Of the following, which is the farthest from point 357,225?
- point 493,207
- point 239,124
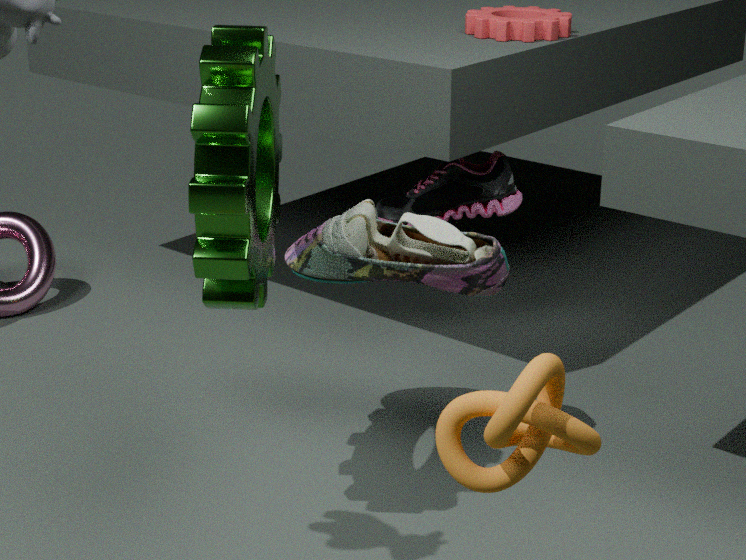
point 493,207
